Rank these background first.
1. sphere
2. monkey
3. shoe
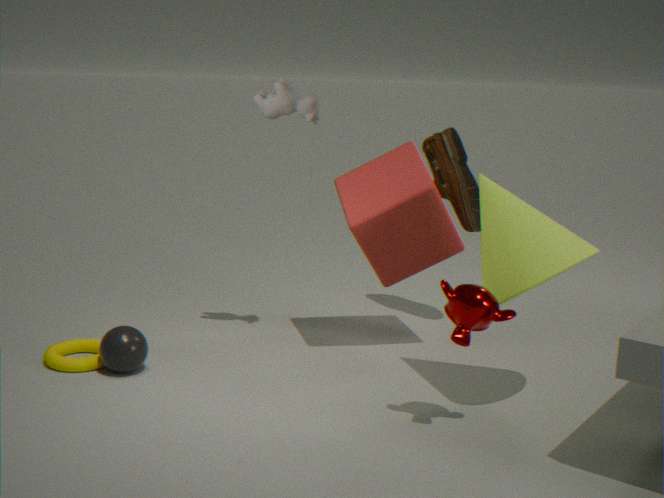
shoe → sphere → monkey
